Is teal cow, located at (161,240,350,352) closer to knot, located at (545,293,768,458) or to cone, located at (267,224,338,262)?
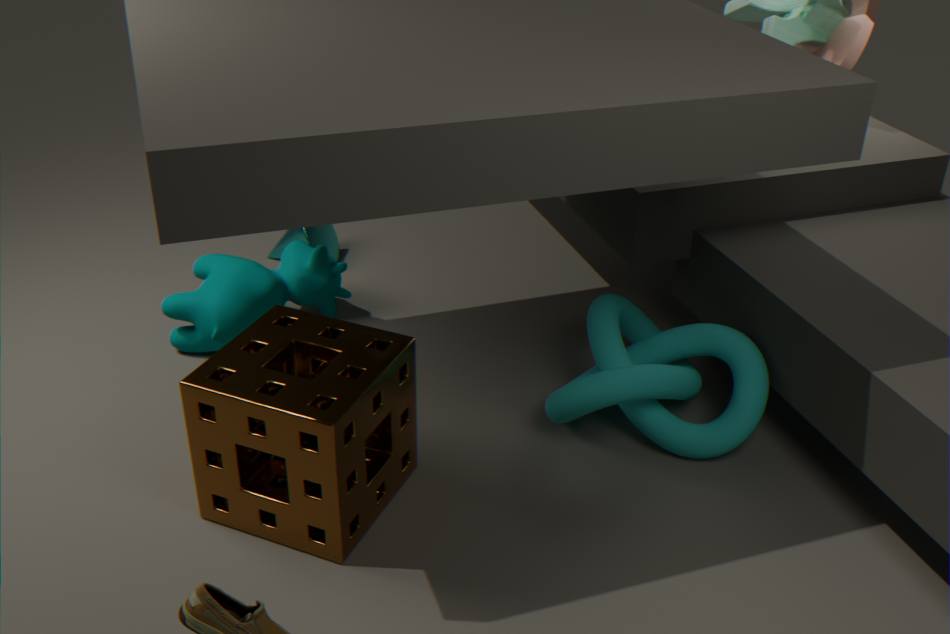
cone, located at (267,224,338,262)
